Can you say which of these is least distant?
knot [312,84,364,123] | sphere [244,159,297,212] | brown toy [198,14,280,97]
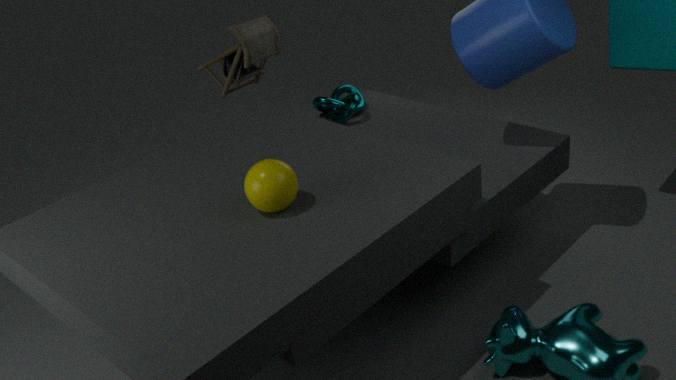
sphere [244,159,297,212]
